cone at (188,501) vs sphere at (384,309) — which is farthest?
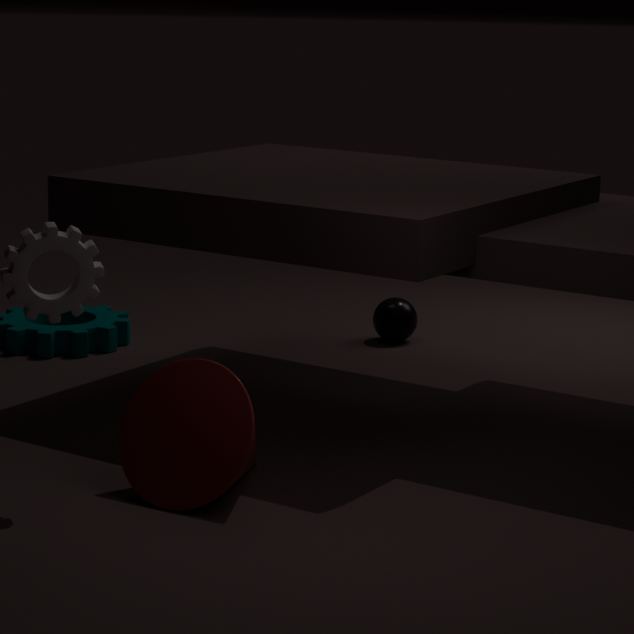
sphere at (384,309)
